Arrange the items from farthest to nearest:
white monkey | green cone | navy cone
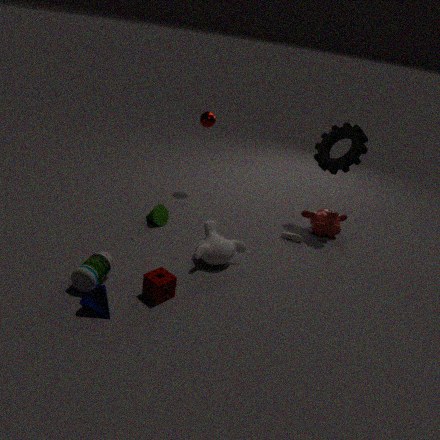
1. green cone
2. white monkey
3. navy cone
